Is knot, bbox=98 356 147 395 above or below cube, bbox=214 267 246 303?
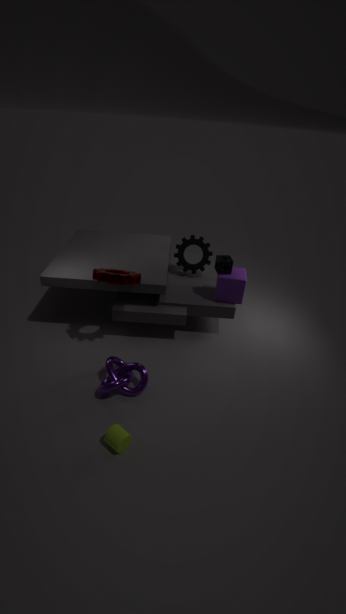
below
